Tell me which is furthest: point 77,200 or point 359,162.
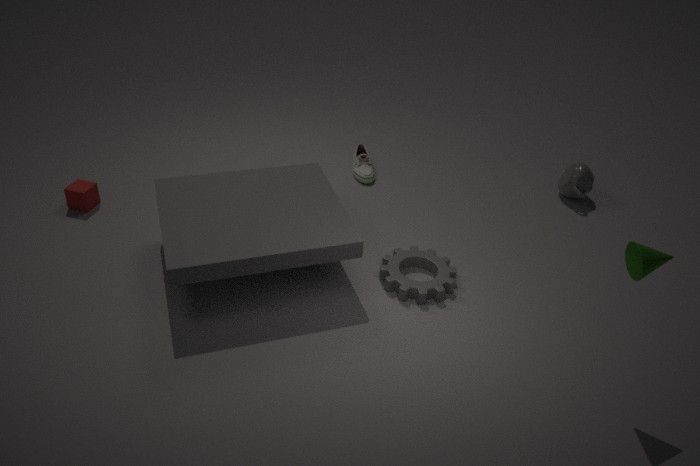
point 359,162
